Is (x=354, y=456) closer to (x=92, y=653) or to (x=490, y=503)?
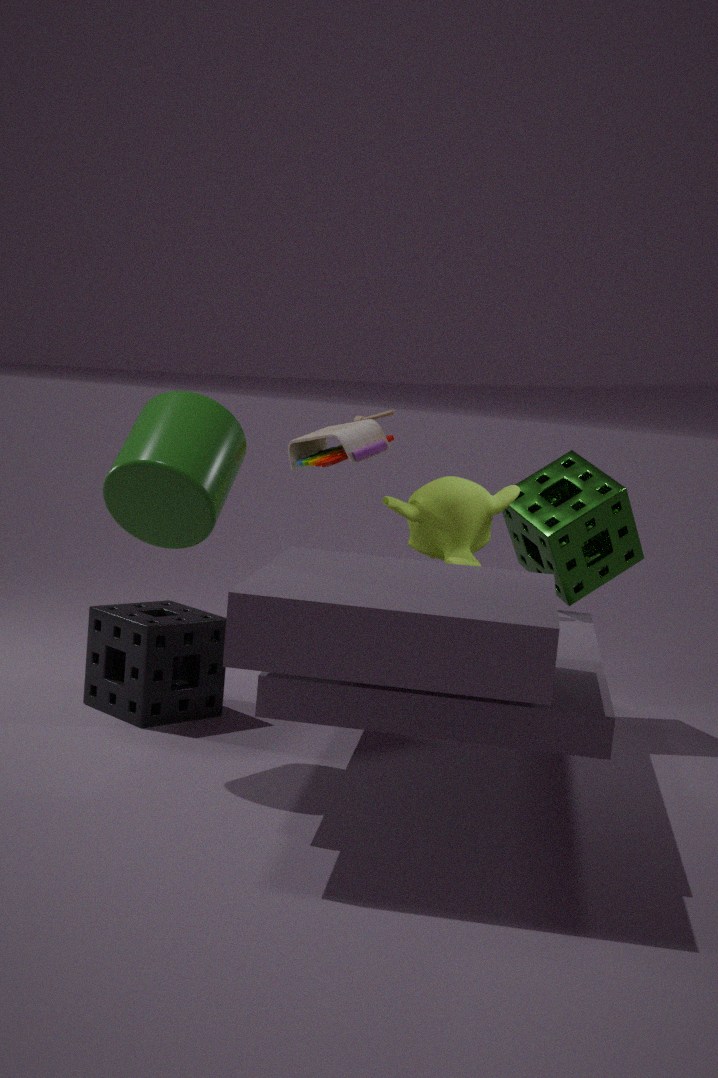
(x=490, y=503)
